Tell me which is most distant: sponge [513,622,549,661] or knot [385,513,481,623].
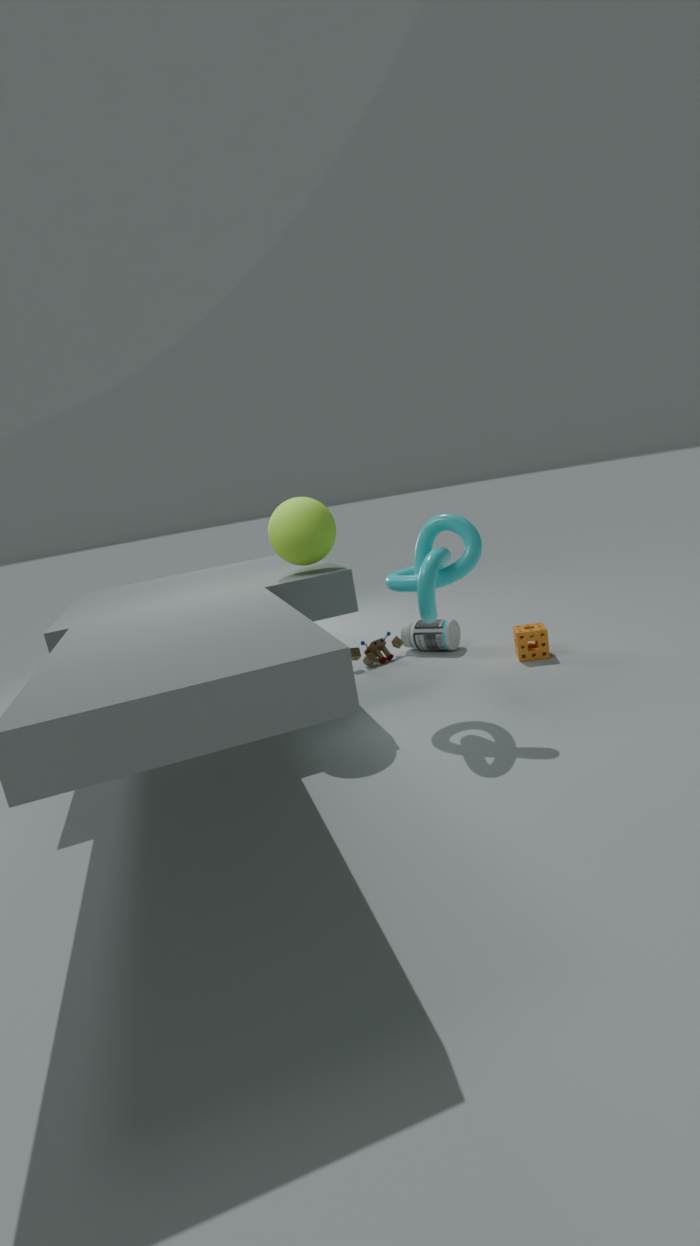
sponge [513,622,549,661]
